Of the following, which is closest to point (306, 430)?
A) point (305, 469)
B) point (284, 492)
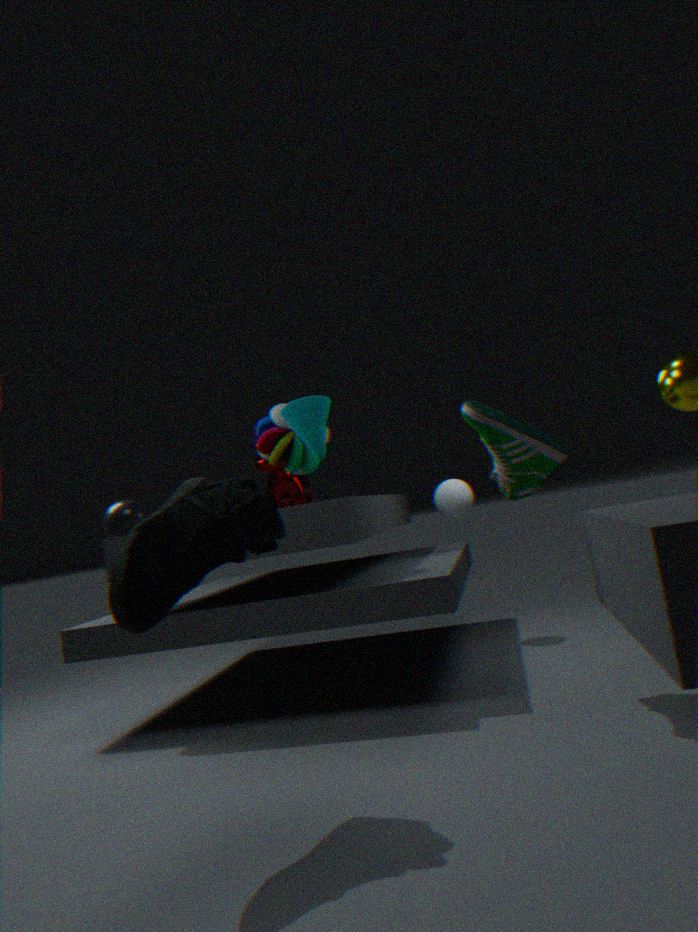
point (305, 469)
